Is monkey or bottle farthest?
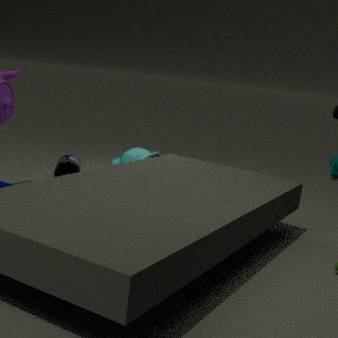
bottle
